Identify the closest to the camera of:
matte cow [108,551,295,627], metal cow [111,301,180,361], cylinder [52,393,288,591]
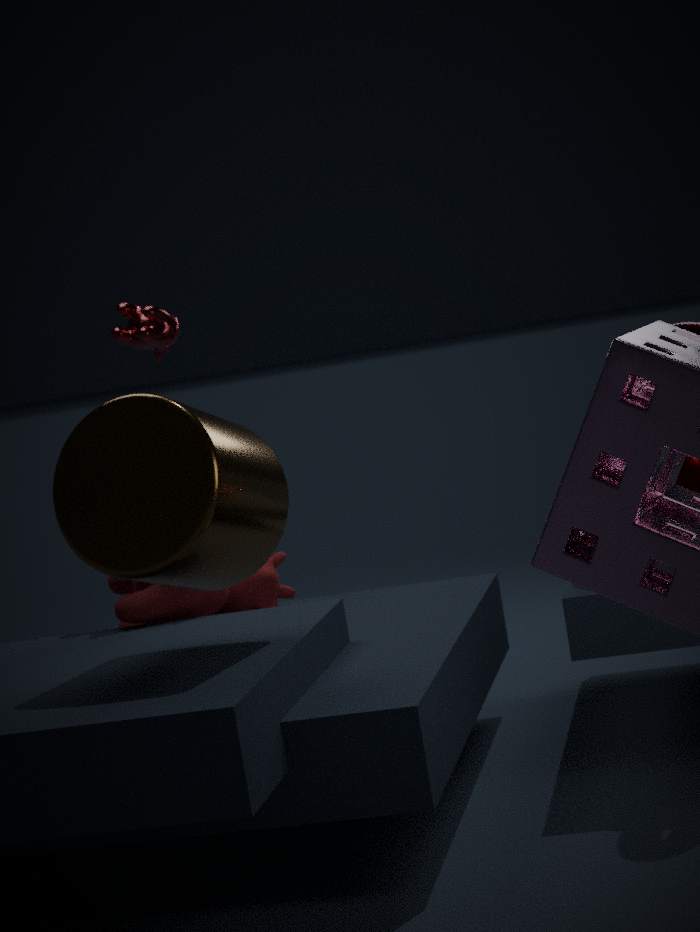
cylinder [52,393,288,591]
